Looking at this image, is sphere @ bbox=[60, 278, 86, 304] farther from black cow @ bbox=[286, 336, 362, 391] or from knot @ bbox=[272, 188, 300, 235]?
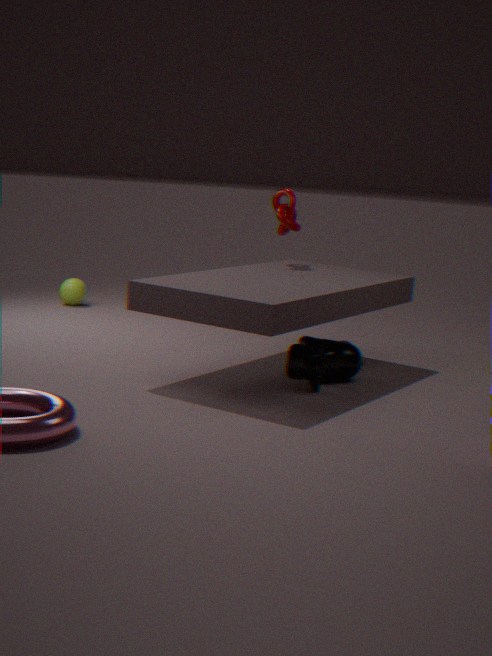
black cow @ bbox=[286, 336, 362, 391]
